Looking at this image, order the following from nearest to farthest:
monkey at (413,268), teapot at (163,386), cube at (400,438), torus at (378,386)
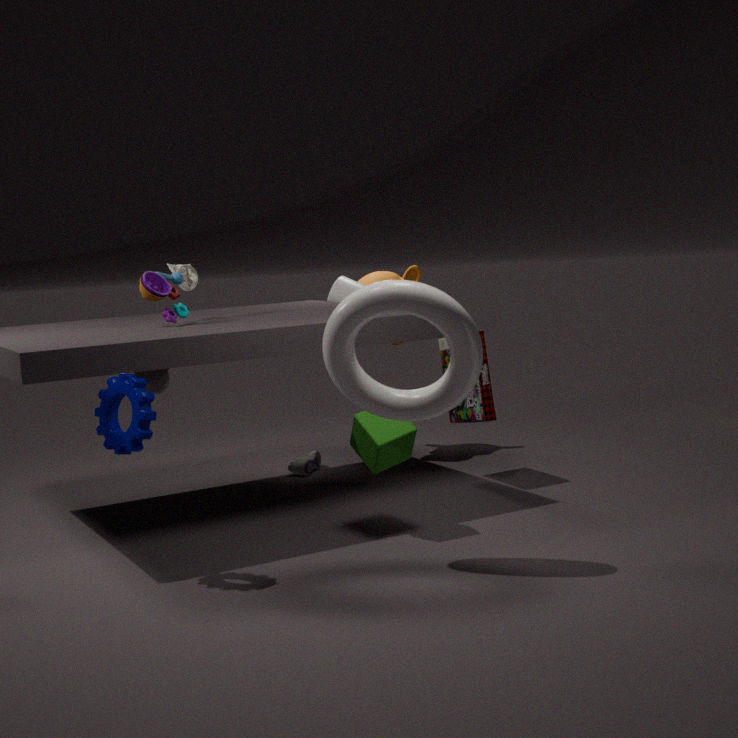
torus at (378,386), cube at (400,438), teapot at (163,386), monkey at (413,268)
